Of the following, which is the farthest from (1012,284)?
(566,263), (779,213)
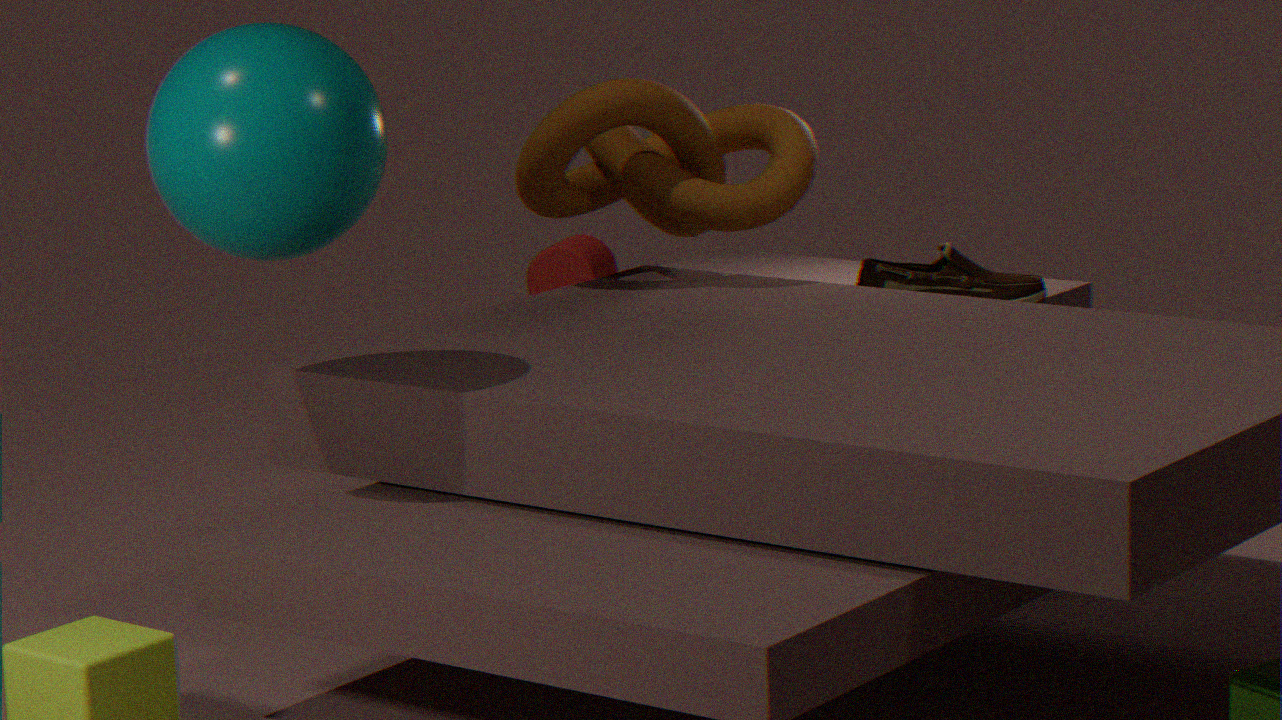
(566,263)
